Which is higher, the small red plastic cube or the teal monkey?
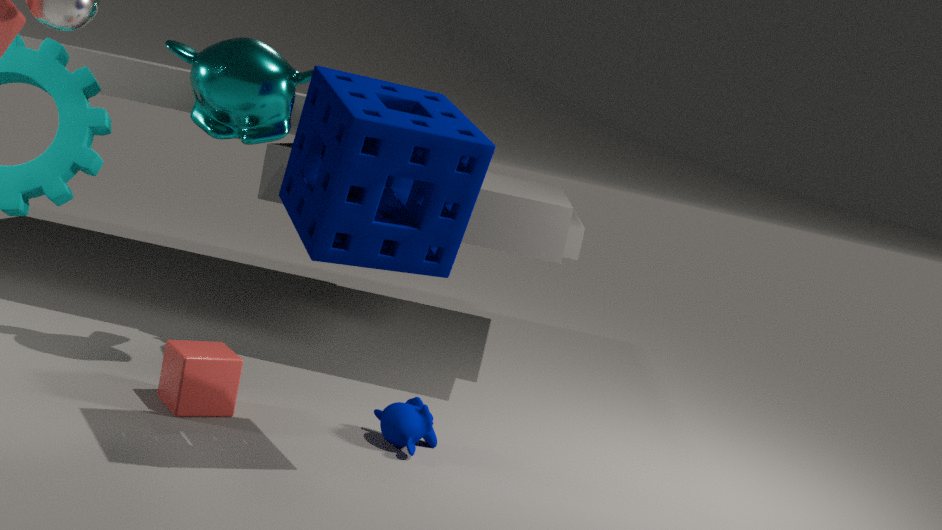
the teal monkey
